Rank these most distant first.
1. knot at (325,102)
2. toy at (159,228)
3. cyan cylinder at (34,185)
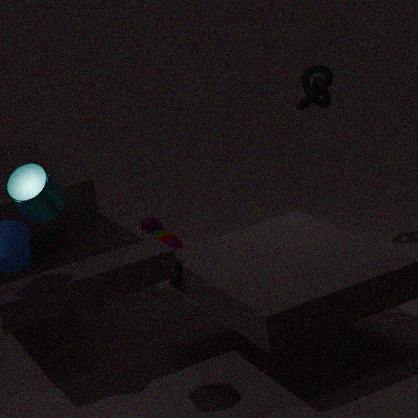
toy at (159,228), knot at (325,102), cyan cylinder at (34,185)
